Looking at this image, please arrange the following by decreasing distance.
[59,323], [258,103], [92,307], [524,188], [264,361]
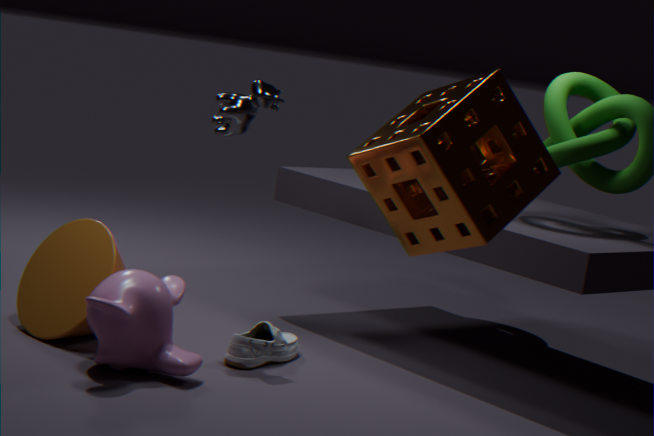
[258,103] → [264,361] → [59,323] → [92,307] → [524,188]
